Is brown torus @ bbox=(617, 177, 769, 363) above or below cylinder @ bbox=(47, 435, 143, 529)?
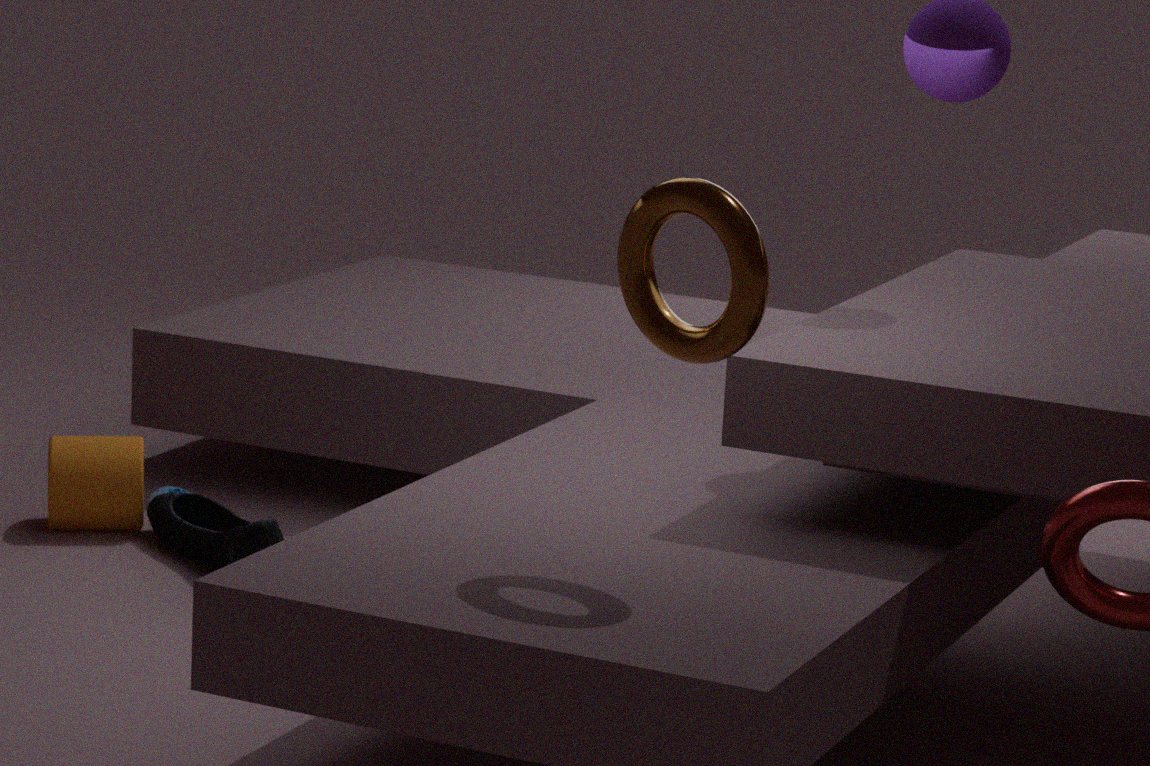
above
